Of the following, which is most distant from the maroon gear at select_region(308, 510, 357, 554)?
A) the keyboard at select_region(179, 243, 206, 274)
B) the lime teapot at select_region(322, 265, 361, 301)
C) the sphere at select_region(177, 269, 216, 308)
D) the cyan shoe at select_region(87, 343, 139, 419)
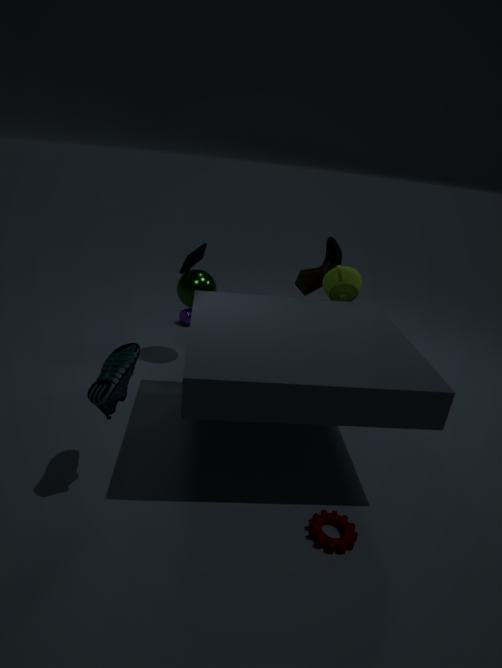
the sphere at select_region(177, 269, 216, 308)
